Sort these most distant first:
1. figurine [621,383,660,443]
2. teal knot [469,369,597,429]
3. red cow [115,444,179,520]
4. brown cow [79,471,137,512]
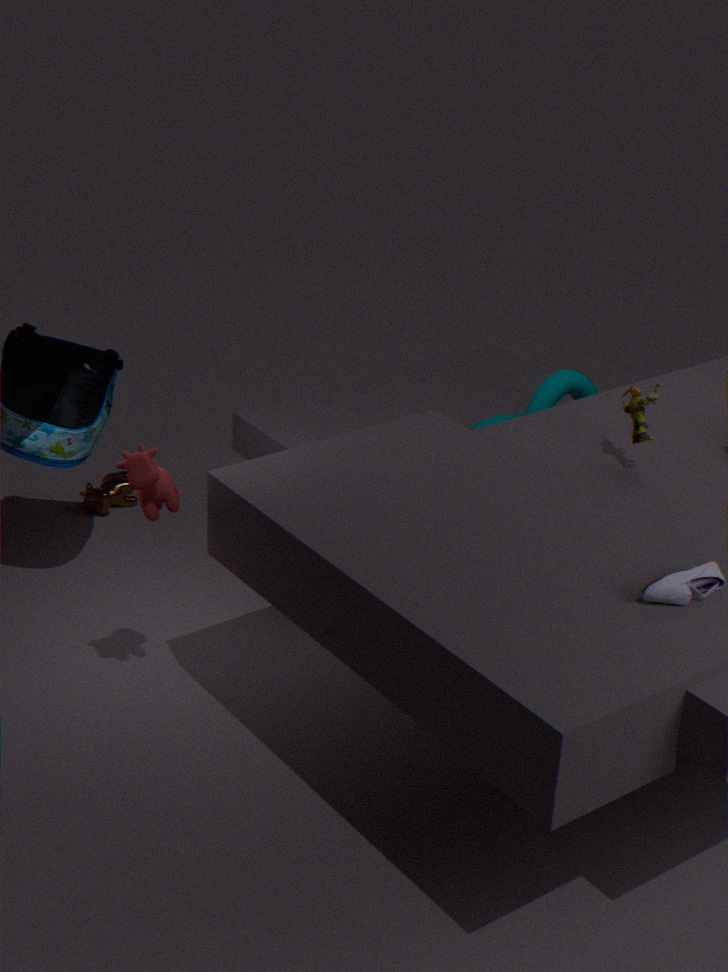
1. brown cow [79,471,137,512]
2. teal knot [469,369,597,429]
3. figurine [621,383,660,443]
4. red cow [115,444,179,520]
